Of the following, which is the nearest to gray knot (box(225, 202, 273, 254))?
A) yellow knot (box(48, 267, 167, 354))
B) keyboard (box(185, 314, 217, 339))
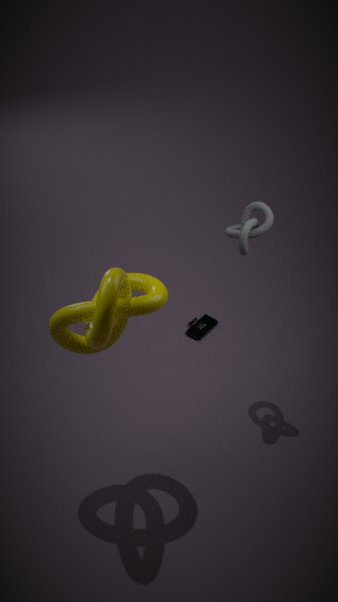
yellow knot (box(48, 267, 167, 354))
